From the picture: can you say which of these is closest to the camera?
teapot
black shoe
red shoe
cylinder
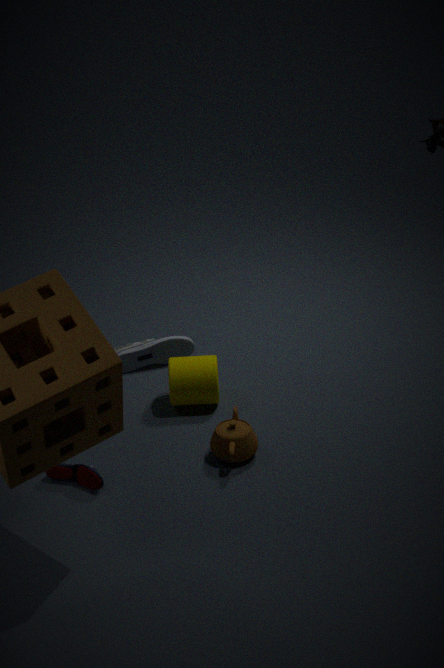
red shoe
